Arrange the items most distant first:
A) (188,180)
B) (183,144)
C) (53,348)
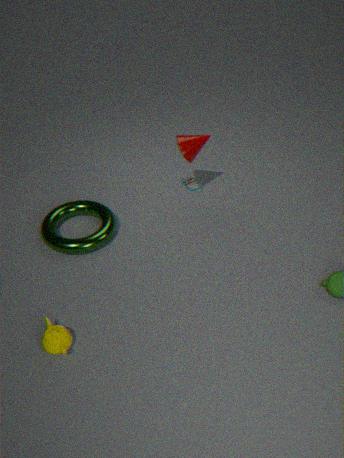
1. (188,180)
2. (183,144)
3. (53,348)
